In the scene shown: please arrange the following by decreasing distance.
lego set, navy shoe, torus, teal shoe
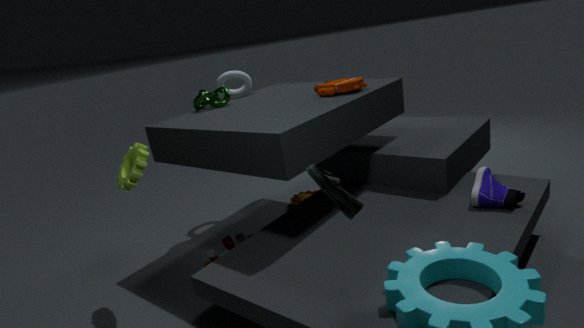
torus → lego set → navy shoe → teal shoe
